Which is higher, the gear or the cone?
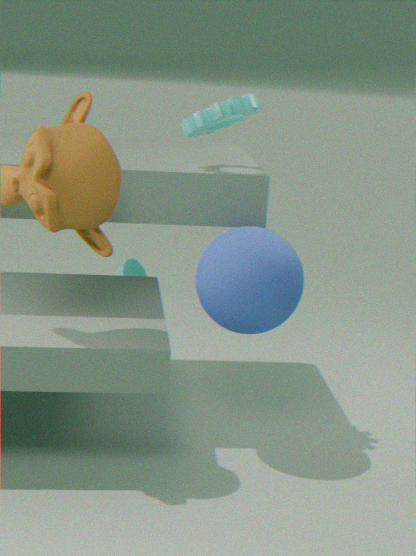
the gear
